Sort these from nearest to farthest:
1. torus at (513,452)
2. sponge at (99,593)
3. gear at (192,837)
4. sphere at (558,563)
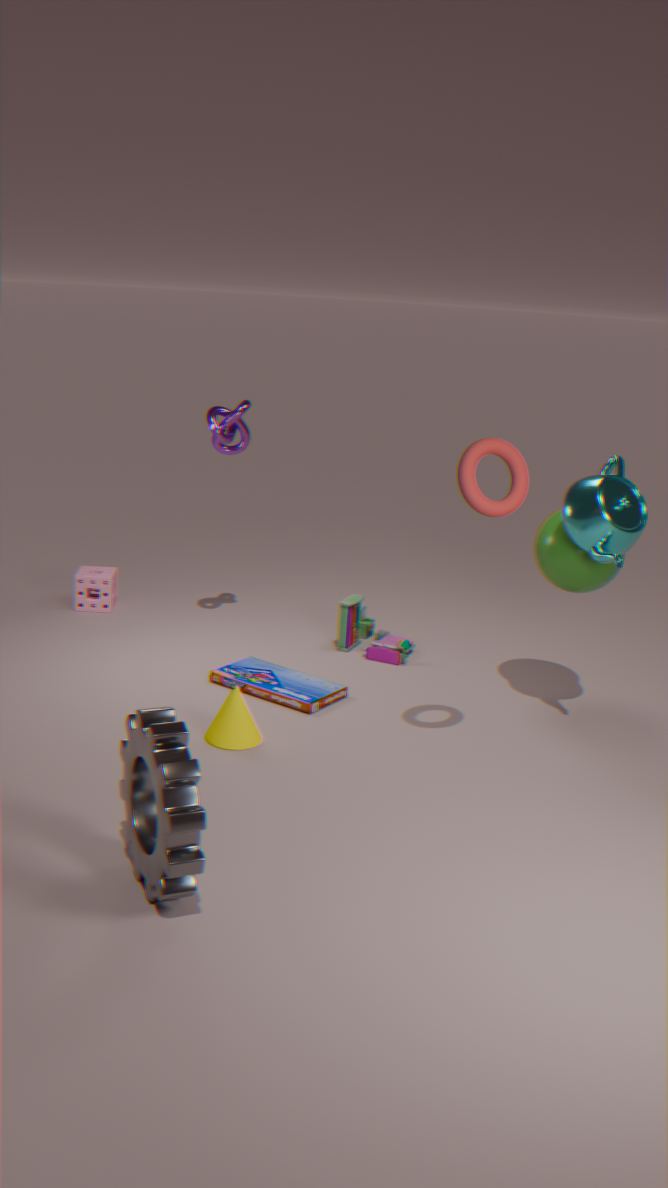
gear at (192,837)
torus at (513,452)
sphere at (558,563)
sponge at (99,593)
